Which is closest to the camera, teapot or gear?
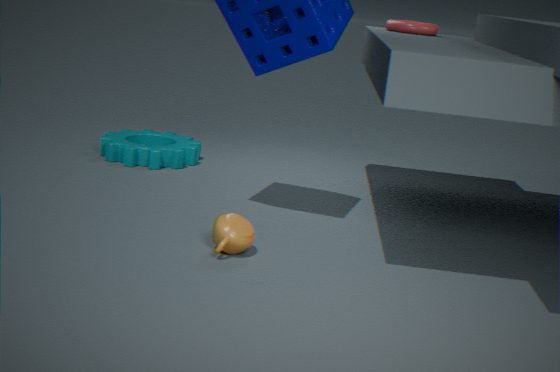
teapot
